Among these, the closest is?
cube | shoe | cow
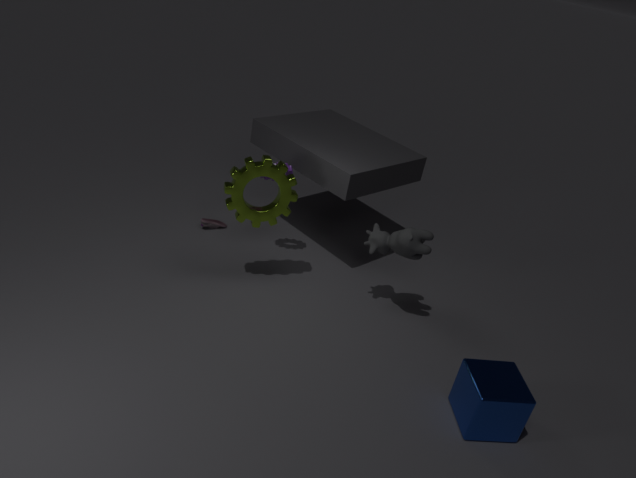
cube
